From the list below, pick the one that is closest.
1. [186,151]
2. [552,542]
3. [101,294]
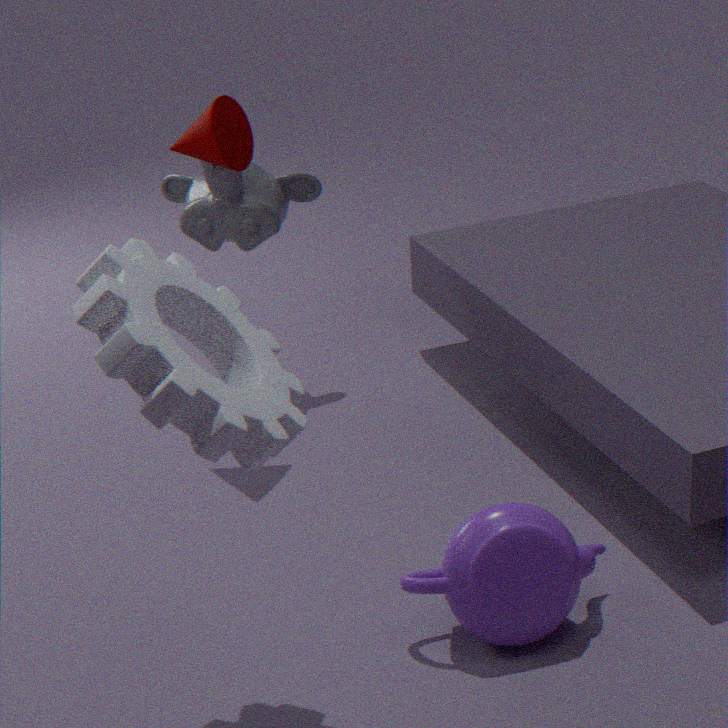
[101,294]
